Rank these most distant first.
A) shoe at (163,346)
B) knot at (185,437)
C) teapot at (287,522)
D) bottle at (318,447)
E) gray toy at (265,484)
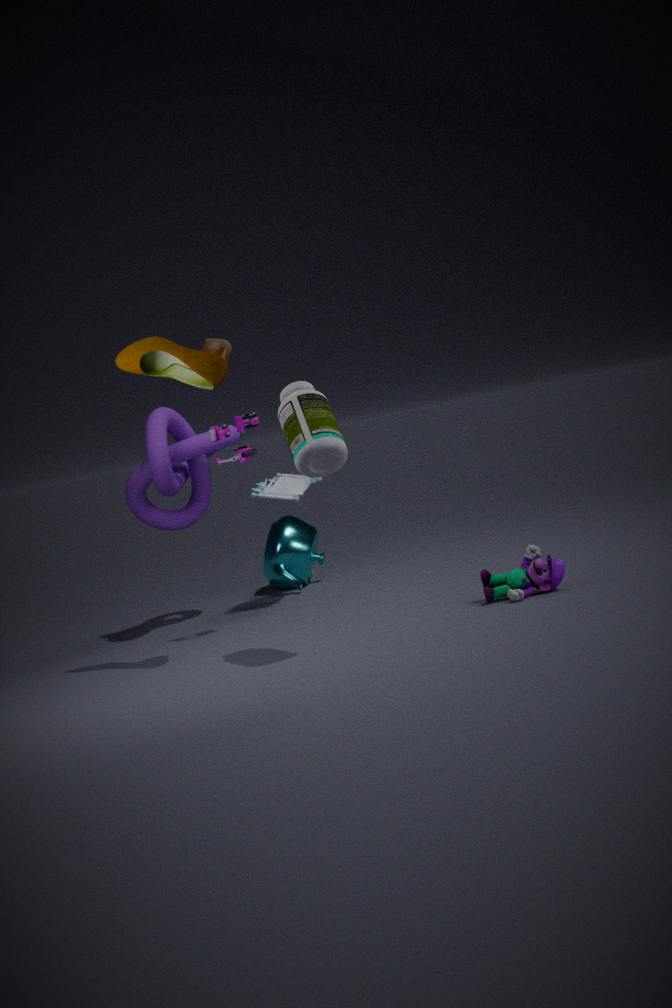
teapot at (287,522) → gray toy at (265,484) → knot at (185,437) → shoe at (163,346) → bottle at (318,447)
